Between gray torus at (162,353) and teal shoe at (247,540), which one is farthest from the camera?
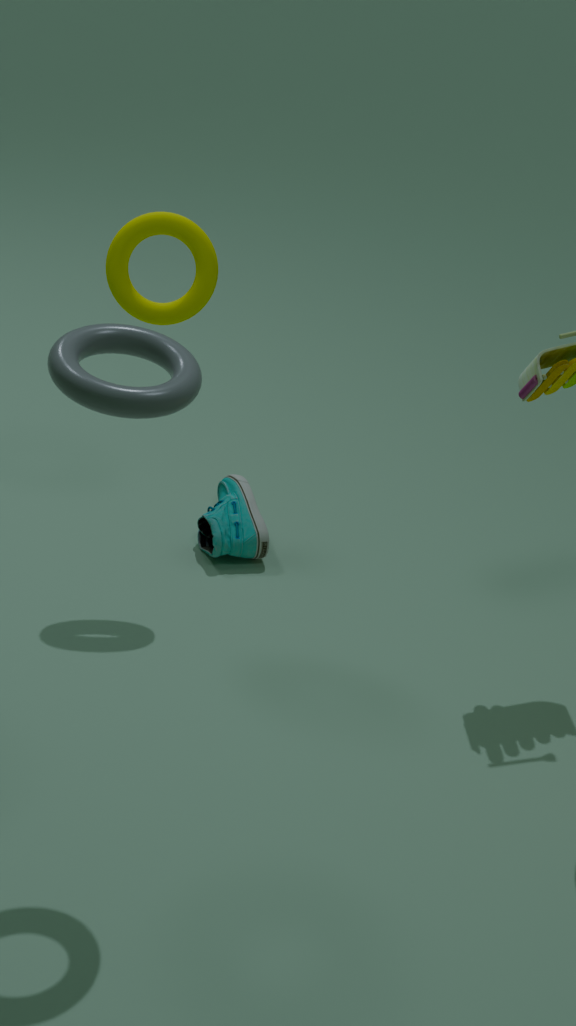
teal shoe at (247,540)
